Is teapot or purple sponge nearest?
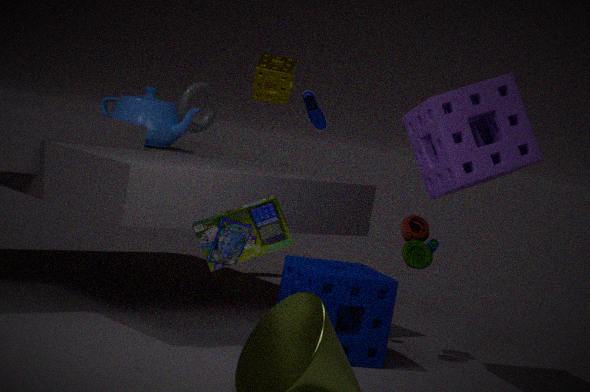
purple sponge
